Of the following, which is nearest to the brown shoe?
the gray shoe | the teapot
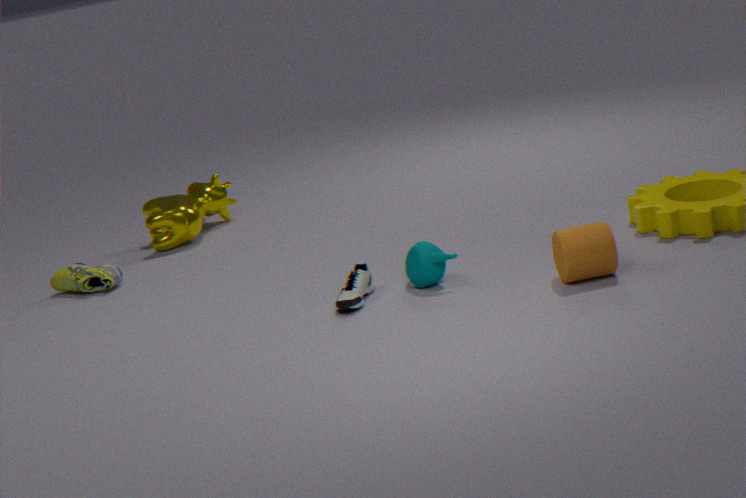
the gray shoe
